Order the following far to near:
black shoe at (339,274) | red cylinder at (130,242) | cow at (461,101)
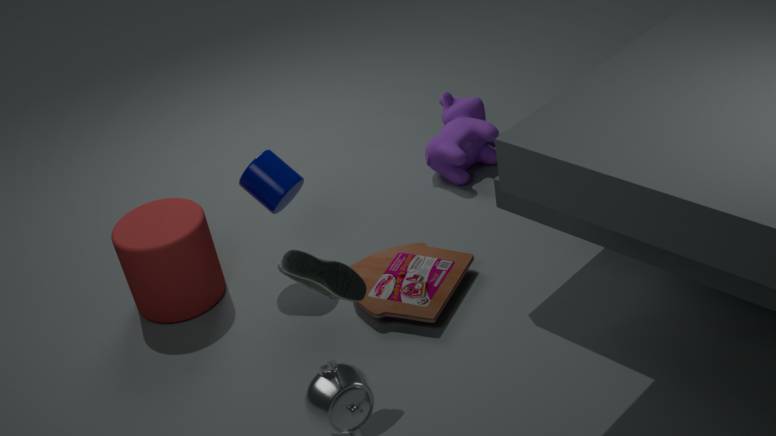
1. cow at (461,101)
2. red cylinder at (130,242)
3. black shoe at (339,274)
